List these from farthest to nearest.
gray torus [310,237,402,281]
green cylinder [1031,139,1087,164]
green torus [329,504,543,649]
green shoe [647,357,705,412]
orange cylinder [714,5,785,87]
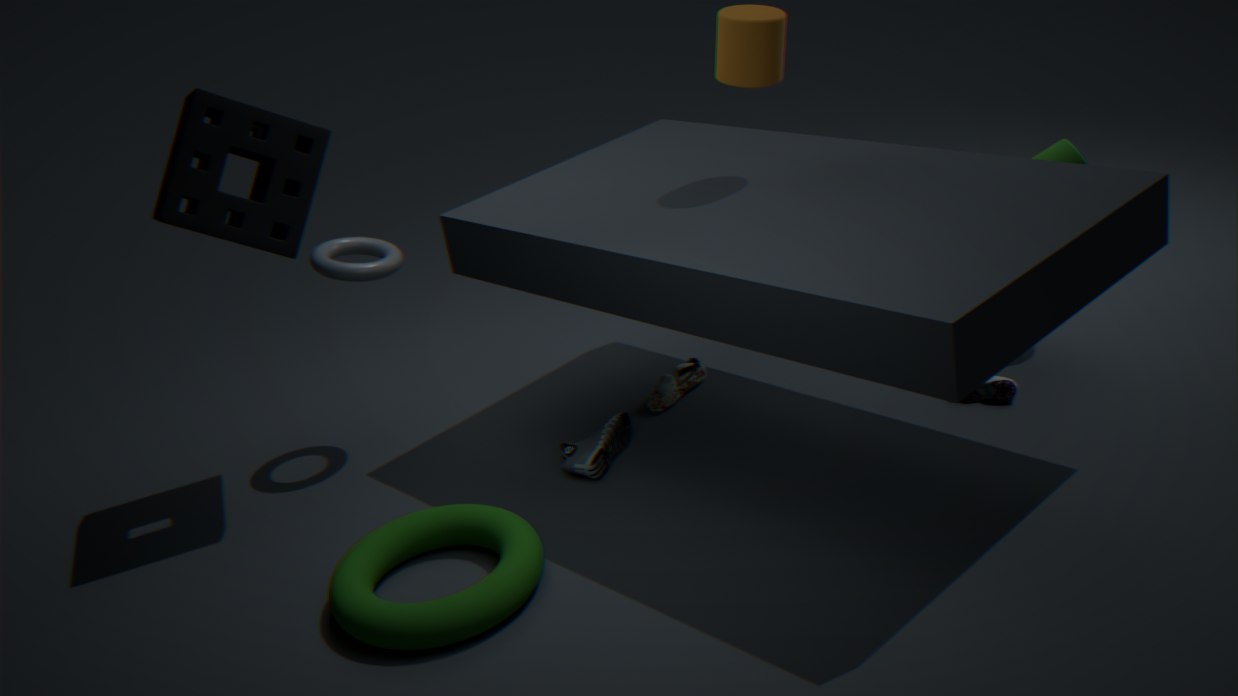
green shoe [647,357,705,412]
gray torus [310,237,402,281]
green cylinder [1031,139,1087,164]
orange cylinder [714,5,785,87]
green torus [329,504,543,649]
